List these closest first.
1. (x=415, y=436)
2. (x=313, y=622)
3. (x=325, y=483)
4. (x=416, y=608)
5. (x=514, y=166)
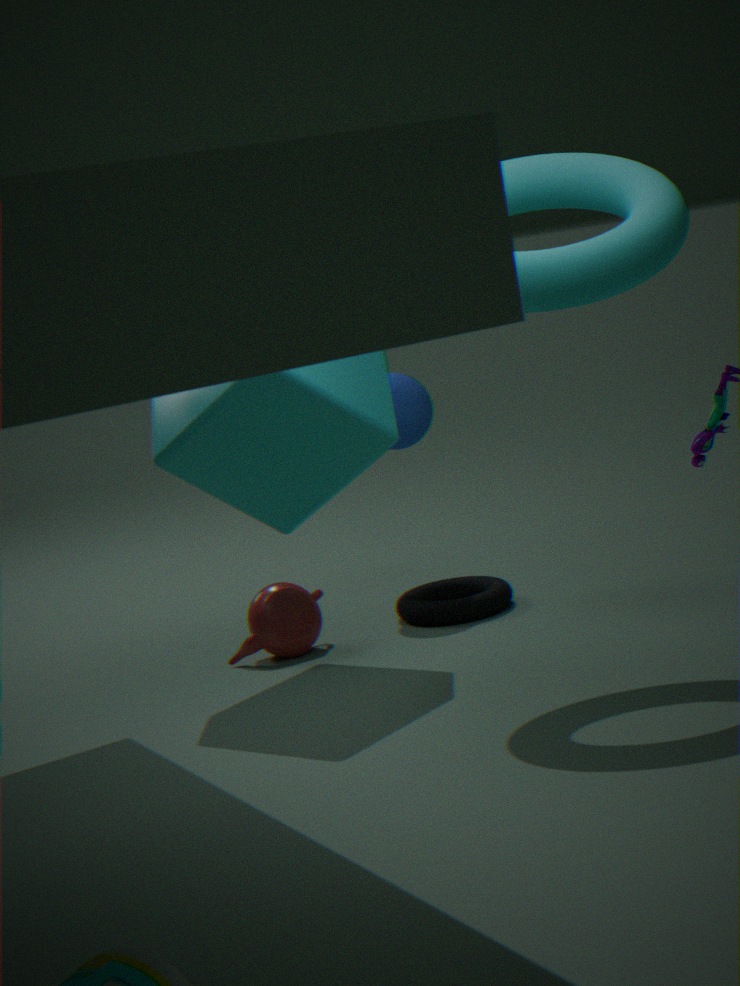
(x=514, y=166), (x=325, y=483), (x=313, y=622), (x=416, y=608), (x=415, y=436)
